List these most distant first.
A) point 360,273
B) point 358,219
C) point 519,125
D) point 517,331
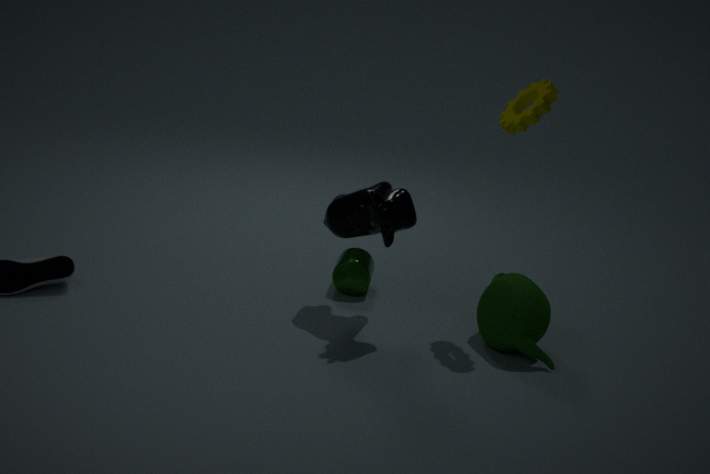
1. A. point 360,273
2. B. point 358,219
3. C. point 519,125
4. D. point 517,331
